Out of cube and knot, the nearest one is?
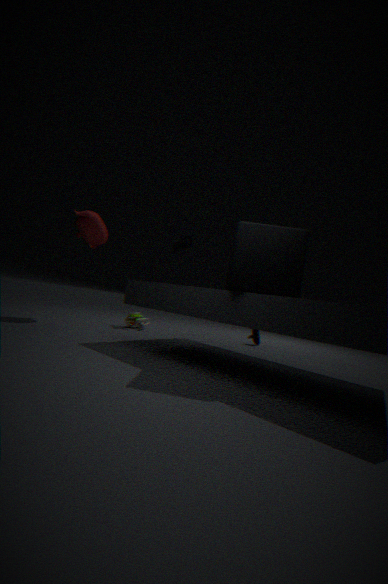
cube
